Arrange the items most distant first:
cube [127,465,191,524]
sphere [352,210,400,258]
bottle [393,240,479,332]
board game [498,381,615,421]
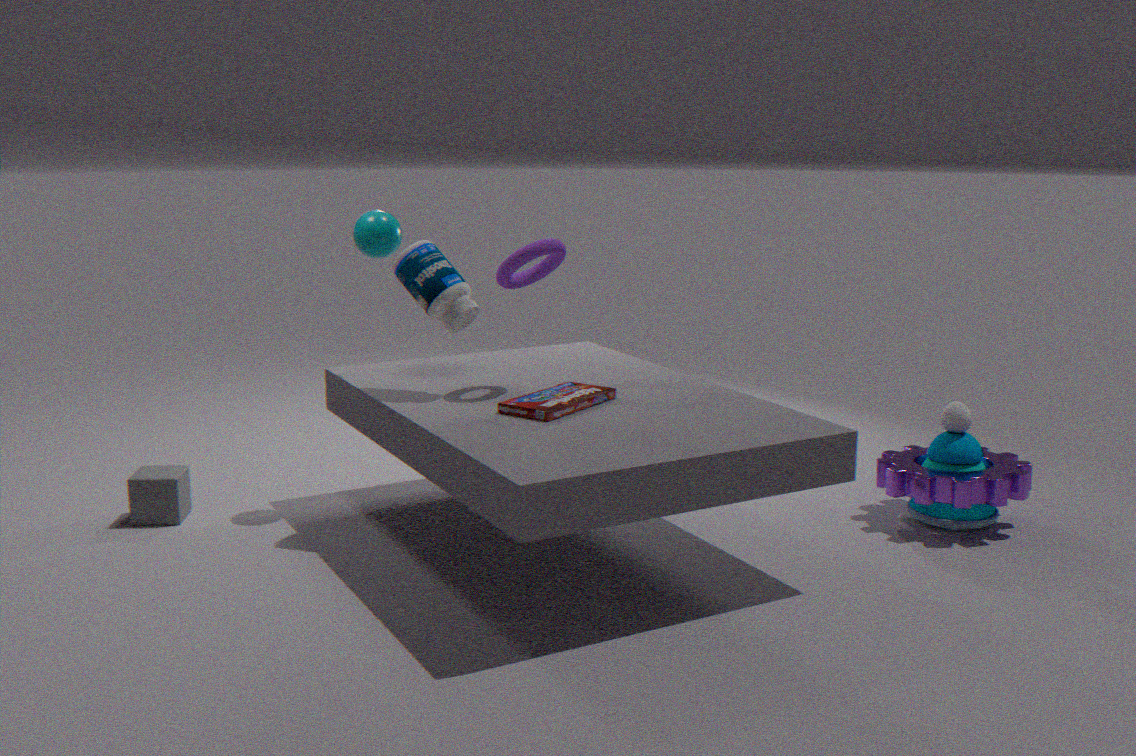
cube [127,465,191,524] < sphere [352,210,400,258] < bottle [393,240,479,332] < board game [498,381,615,421]
